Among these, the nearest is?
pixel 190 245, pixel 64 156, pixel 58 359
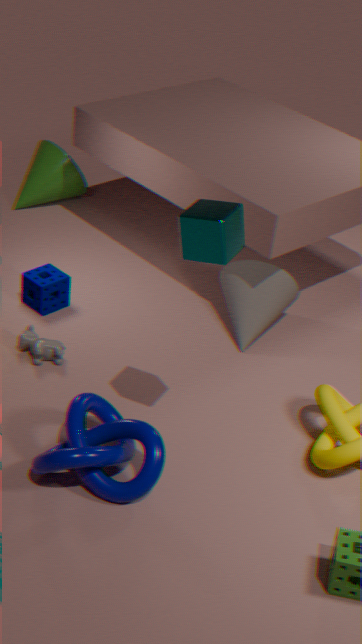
pixel 190 245
